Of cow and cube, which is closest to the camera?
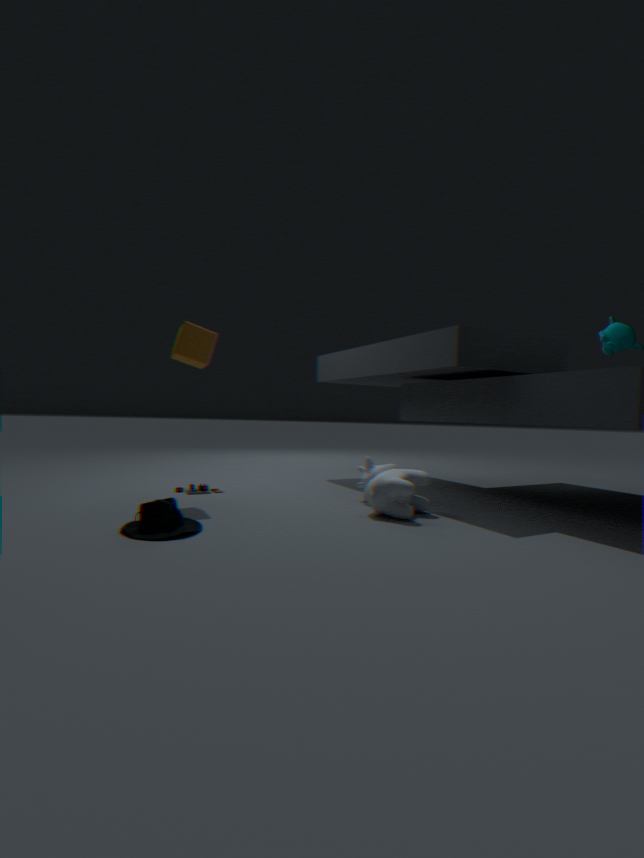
cow
